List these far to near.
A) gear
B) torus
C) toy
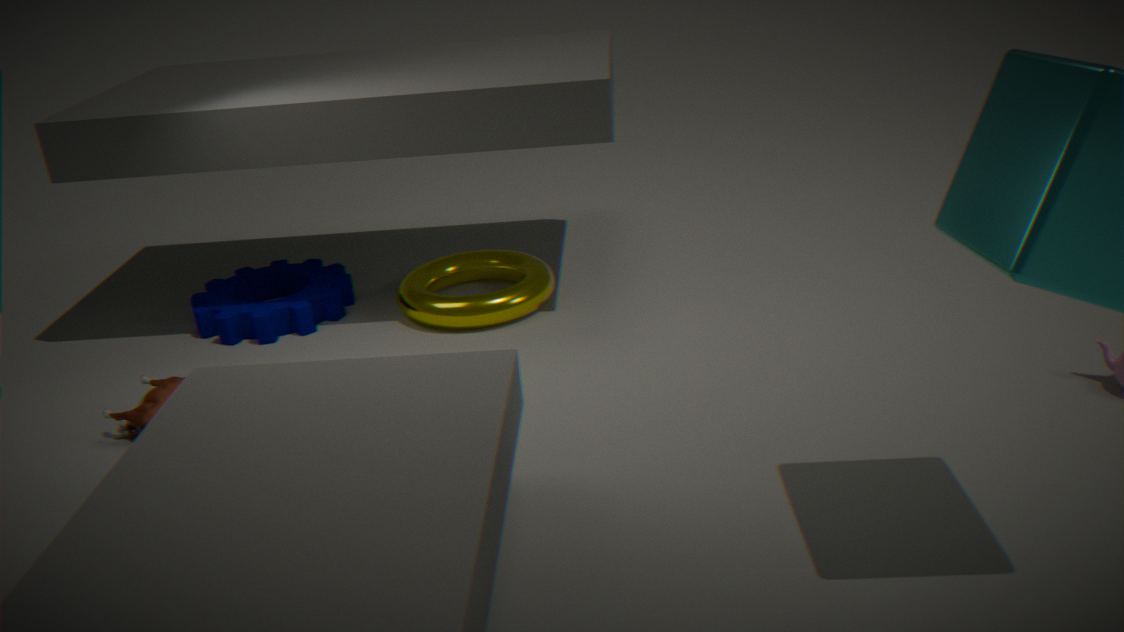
gear, torus, toy
